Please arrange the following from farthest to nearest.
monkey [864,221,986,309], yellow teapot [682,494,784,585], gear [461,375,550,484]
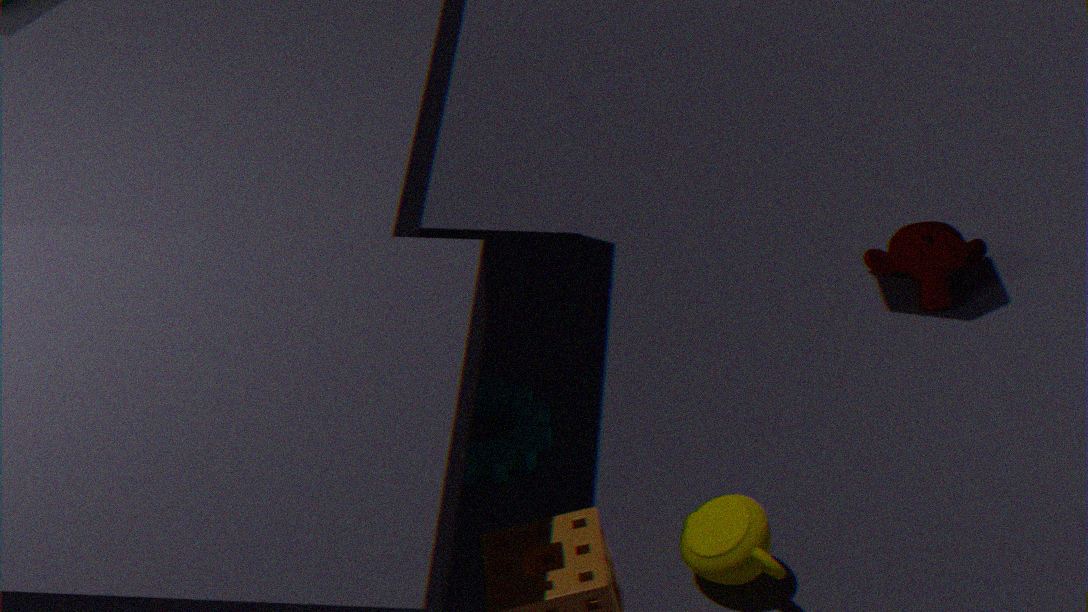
monkey [864,221,986,309], gear [461,375,550,484], yellow teapot [682,494,784,585]
